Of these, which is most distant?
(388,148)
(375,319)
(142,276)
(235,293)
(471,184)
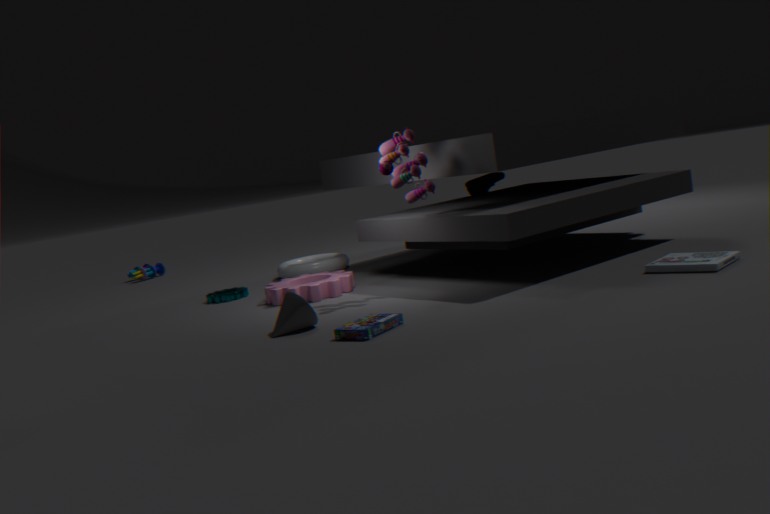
(142,276)
